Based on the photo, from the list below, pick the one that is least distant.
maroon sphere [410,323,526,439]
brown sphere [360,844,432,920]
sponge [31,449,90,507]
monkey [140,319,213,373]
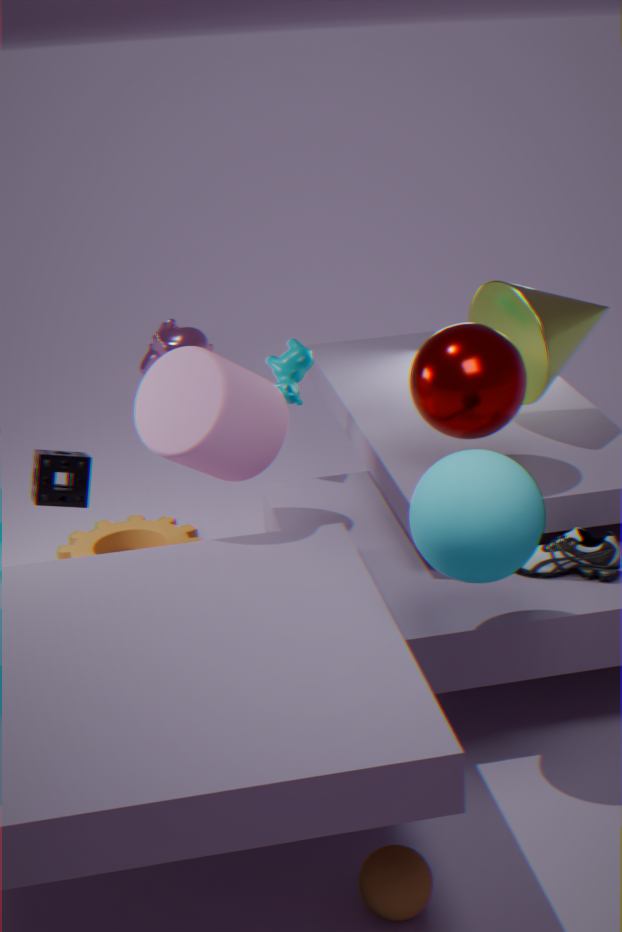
brown sphere [360,844,432,920]
